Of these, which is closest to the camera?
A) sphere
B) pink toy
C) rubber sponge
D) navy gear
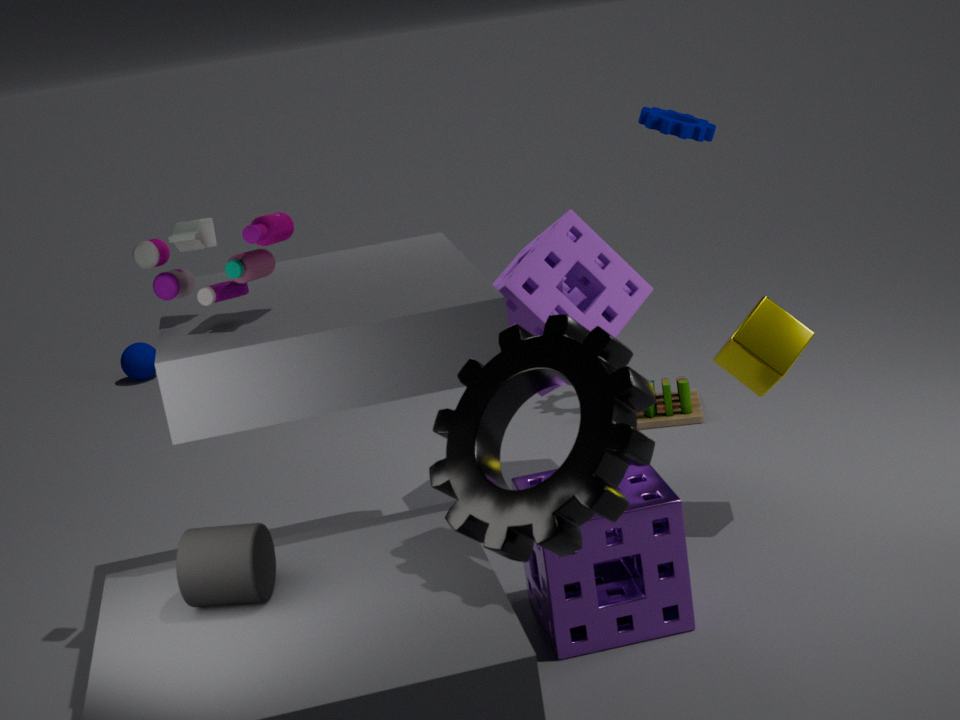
pink toy
